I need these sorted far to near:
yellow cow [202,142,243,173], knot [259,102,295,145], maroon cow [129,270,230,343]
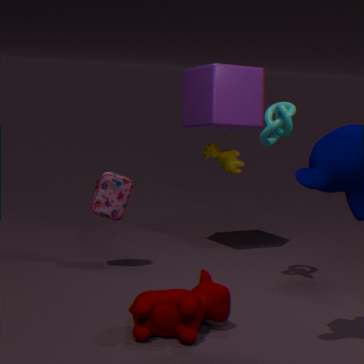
yellow cow [202,142,243,173], knot [259,102,295,145], maroon cow [129,270,230,343]
